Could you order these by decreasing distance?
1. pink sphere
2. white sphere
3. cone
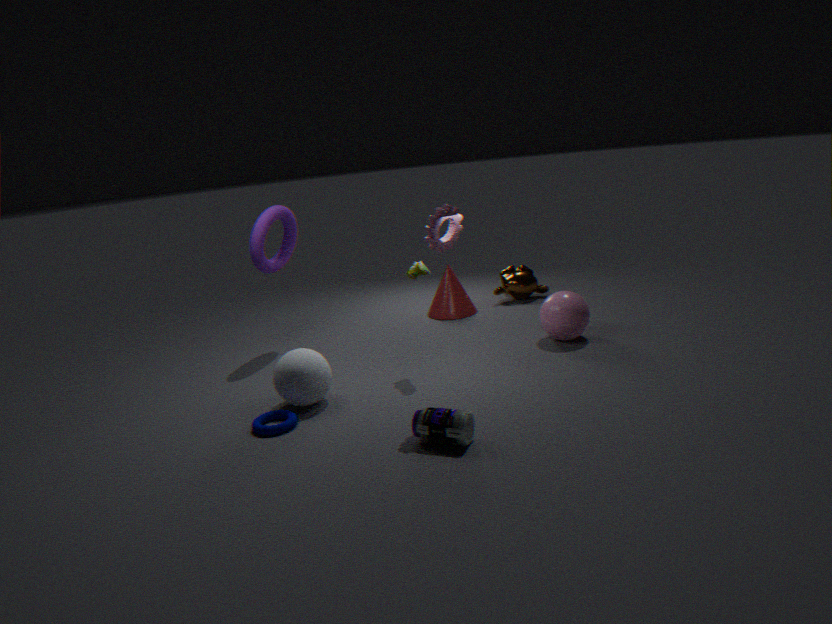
cone → pink sphere → white sphere
